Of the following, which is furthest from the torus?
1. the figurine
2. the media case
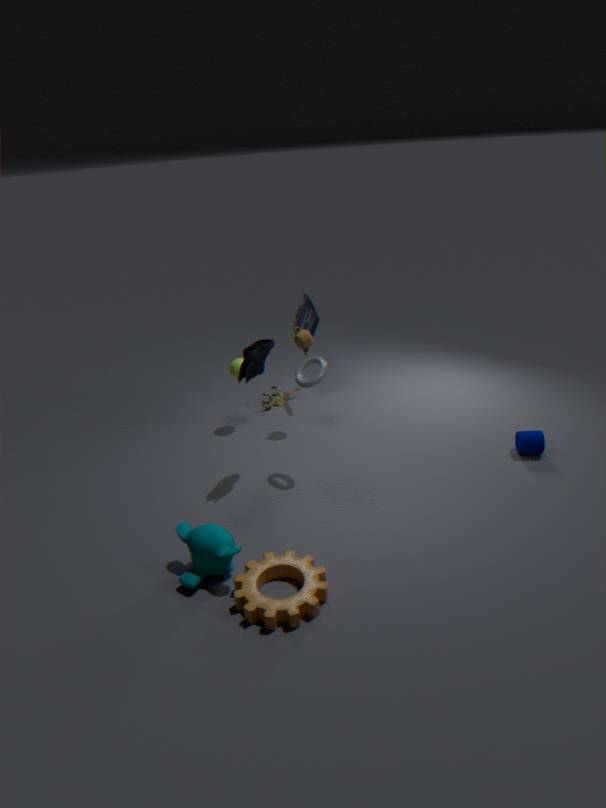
the figurine
